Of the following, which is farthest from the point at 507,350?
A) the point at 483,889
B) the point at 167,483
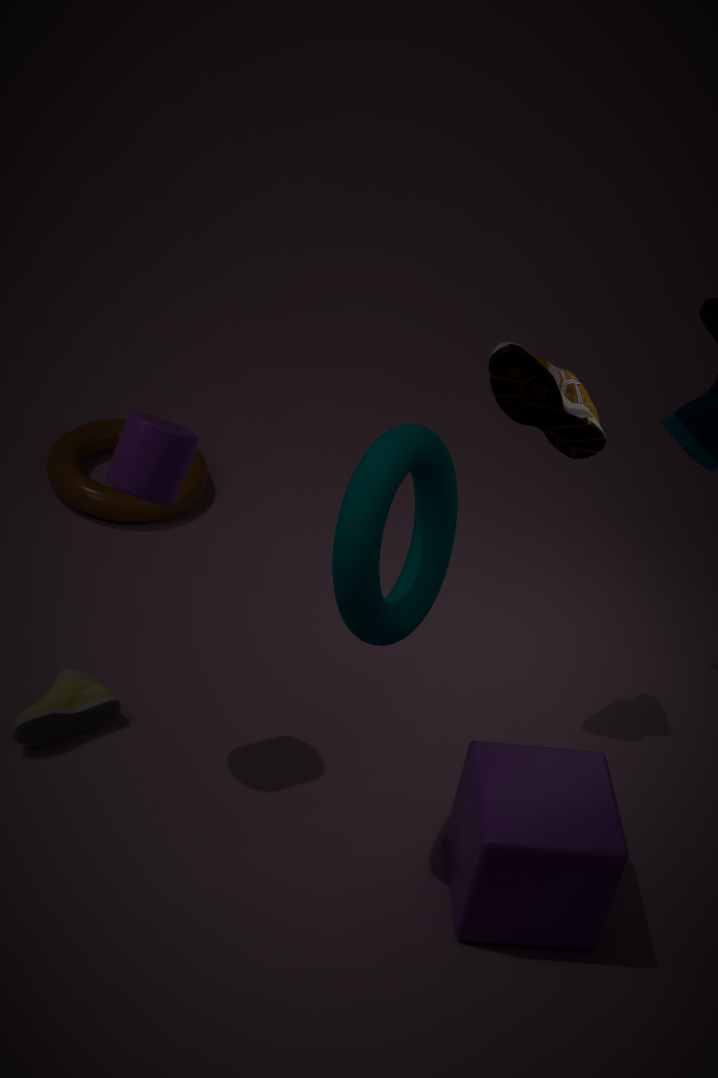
the point at 483,889
